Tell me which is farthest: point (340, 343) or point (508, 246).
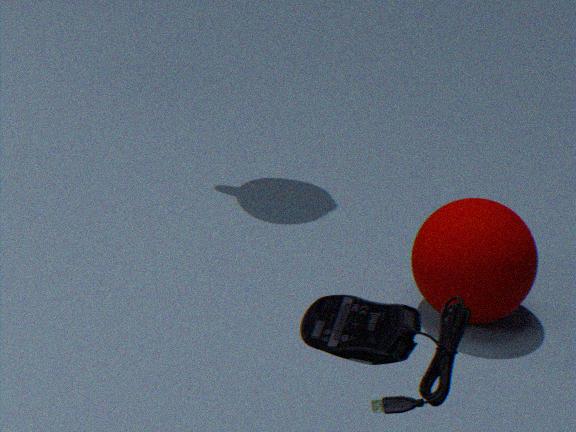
point (508, 246)
